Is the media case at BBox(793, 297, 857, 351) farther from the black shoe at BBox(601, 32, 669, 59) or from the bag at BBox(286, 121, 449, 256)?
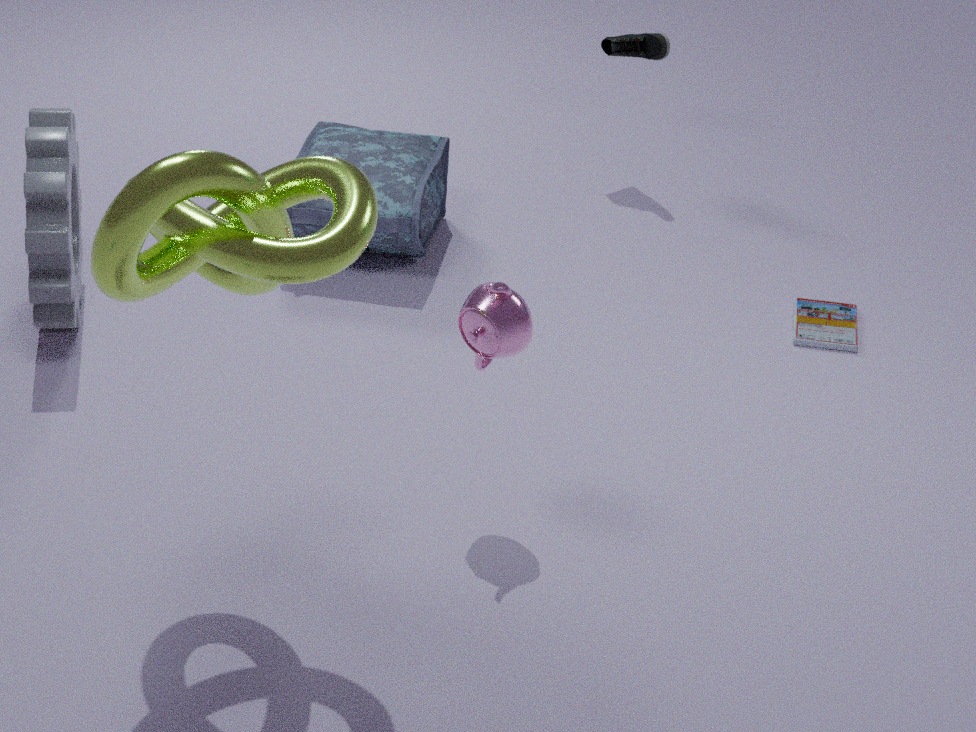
the bag at BBox(286, 121, 449, 256)
